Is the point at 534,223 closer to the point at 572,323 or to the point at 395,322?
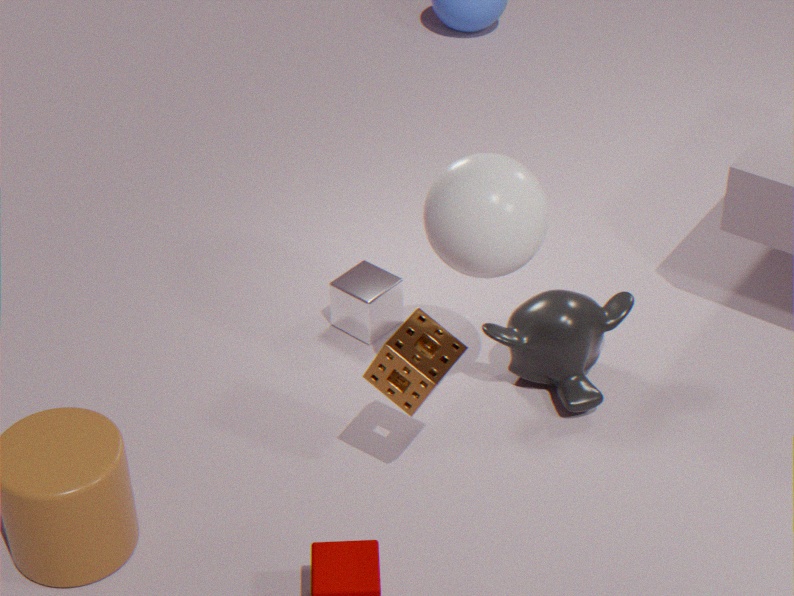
the point at 572,323
